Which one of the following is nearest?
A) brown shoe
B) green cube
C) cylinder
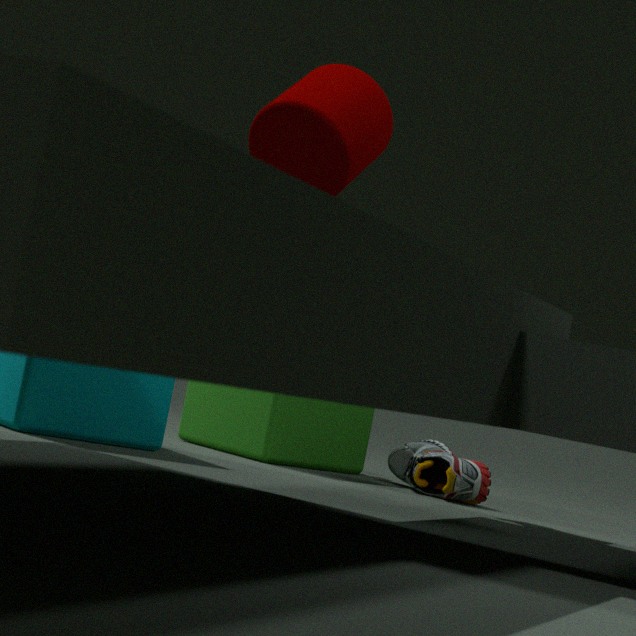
cylinder
